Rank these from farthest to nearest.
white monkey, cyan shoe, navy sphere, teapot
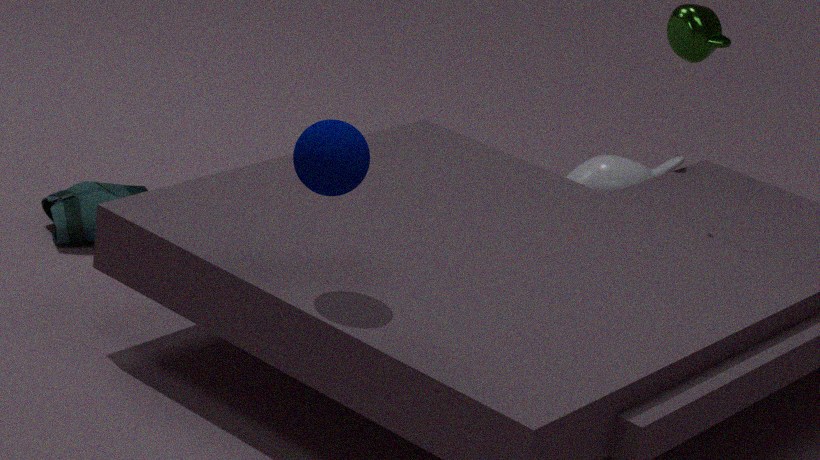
white monkey → cyan shoe → teapot → navy sphere
